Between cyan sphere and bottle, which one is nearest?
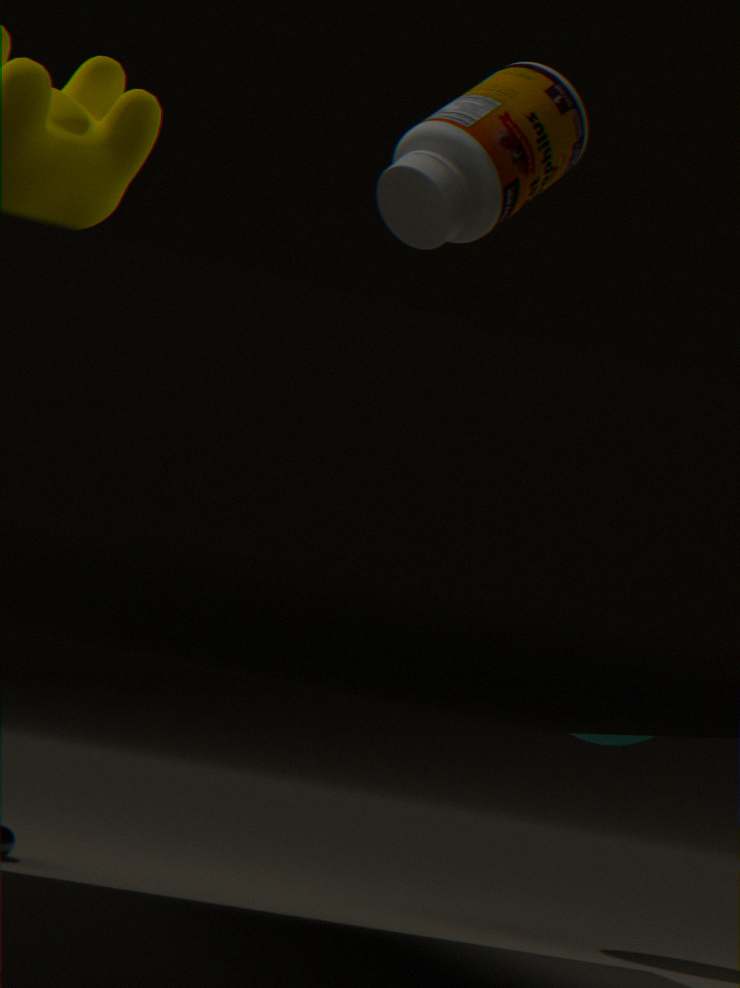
bottle
